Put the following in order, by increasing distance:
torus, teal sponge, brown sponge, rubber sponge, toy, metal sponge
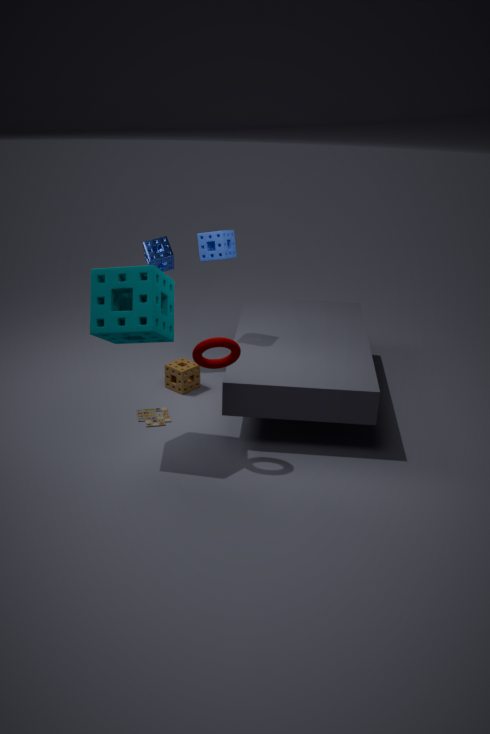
1. teal sponge
2. torus
3. rubber sponge
4. toy
5. brown sponge
6. metal sponge
